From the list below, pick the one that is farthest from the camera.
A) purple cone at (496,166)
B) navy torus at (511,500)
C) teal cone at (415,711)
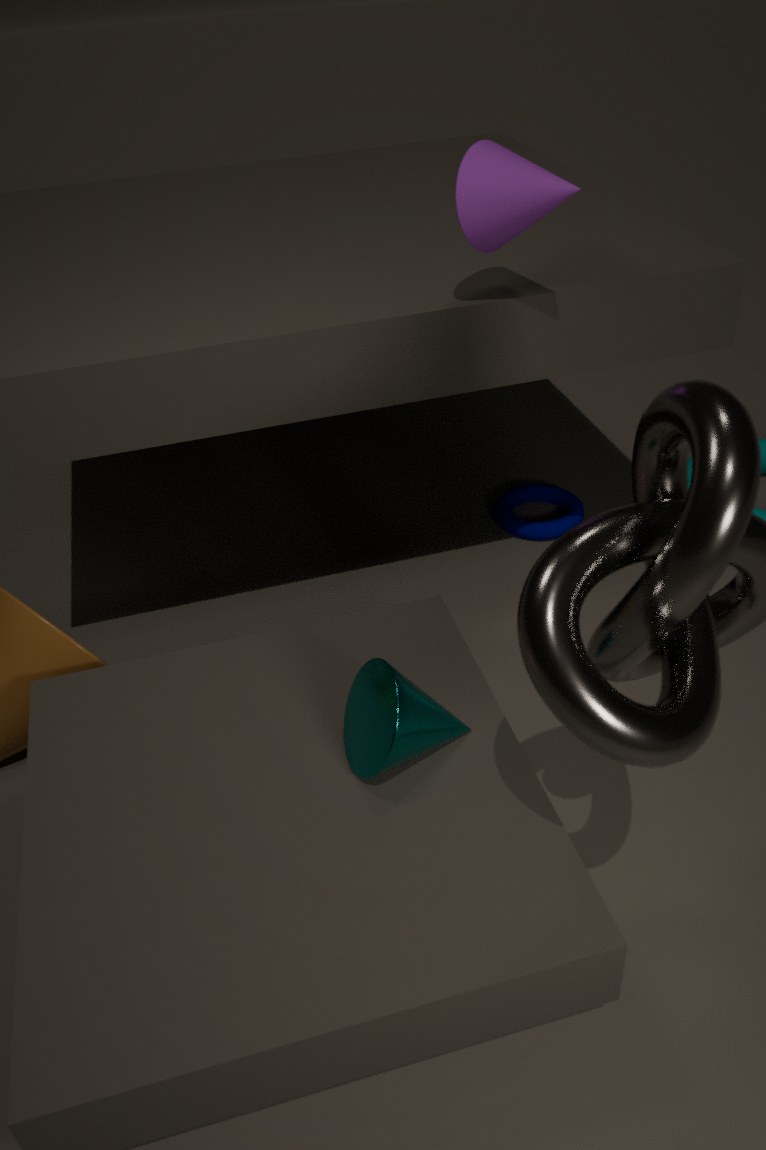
navy torus at (511,500)
